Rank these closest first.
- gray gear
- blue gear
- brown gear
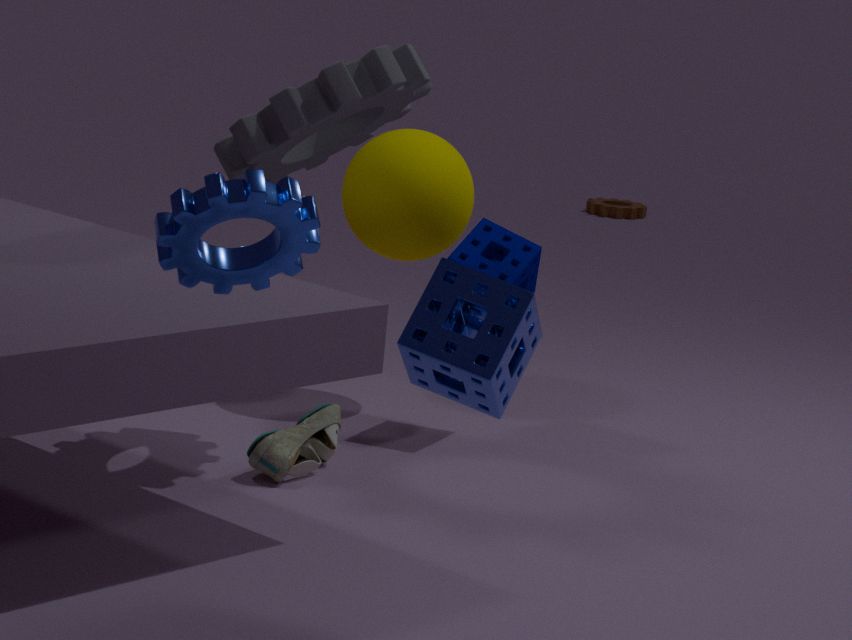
blue gear
gray gear
brown gear
